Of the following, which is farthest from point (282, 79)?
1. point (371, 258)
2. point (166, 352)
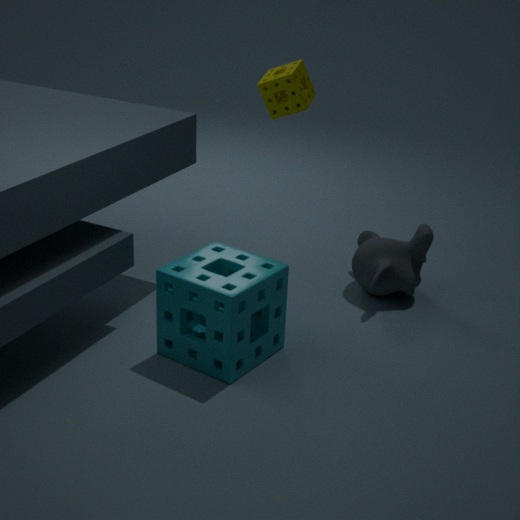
point (166, 352)
